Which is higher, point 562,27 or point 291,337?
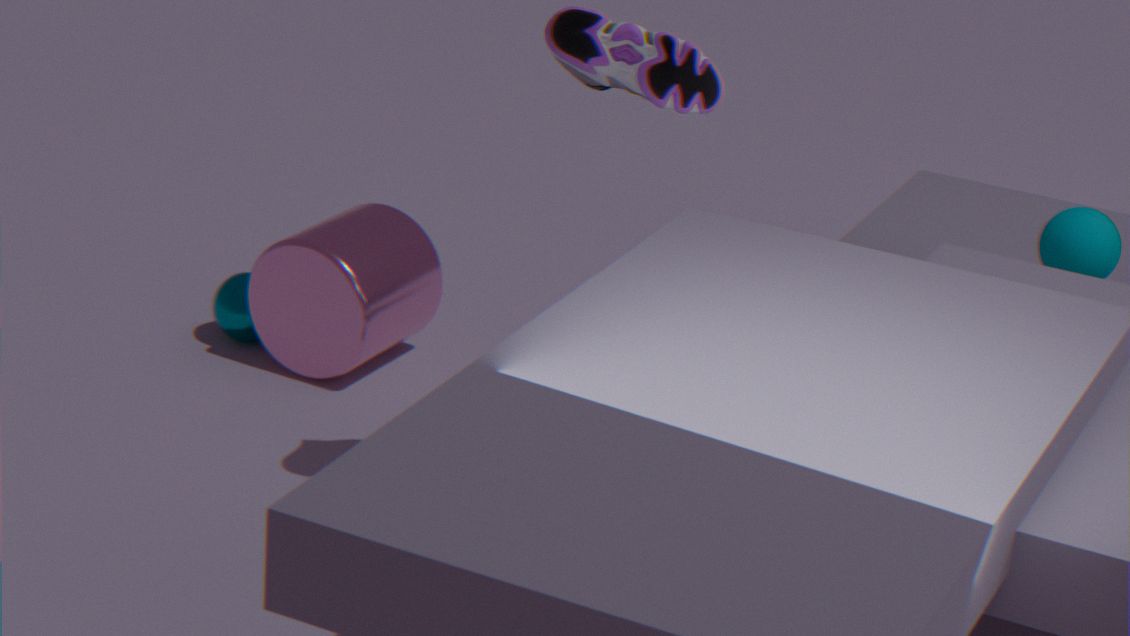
point 562,27
